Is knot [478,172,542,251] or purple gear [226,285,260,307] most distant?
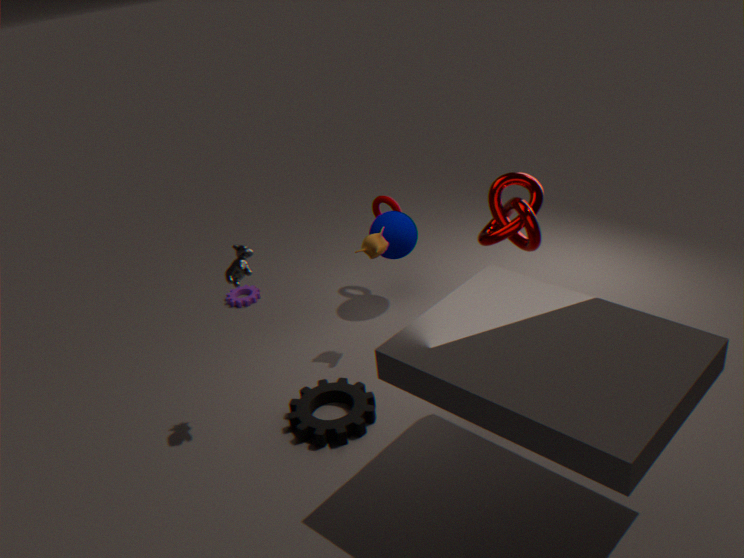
purple gear [226,285,260,307]
